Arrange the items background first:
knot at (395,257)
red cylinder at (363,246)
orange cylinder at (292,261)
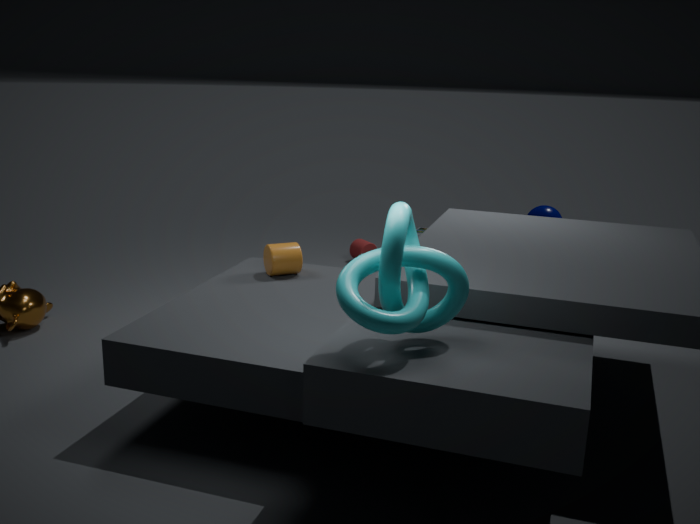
red cylinder at (363,246) < orange cylinder at (292,261) < knot at (395,257)
